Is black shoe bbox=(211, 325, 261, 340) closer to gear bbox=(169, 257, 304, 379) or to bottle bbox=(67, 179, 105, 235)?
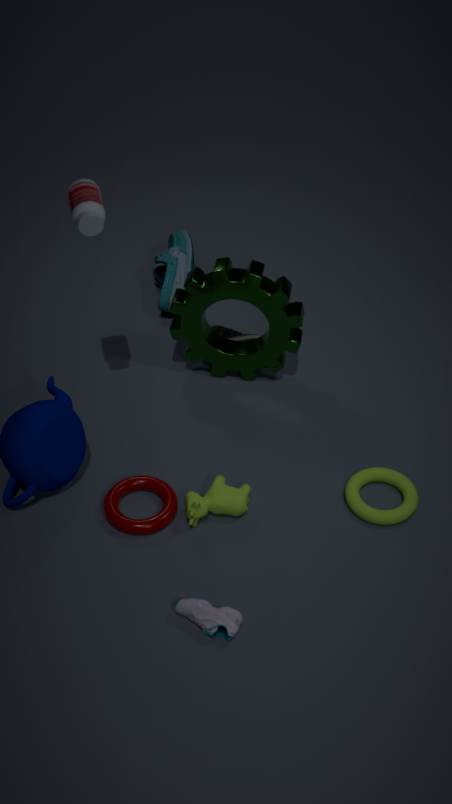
gear bbox=(169, 257, 304, 379)
